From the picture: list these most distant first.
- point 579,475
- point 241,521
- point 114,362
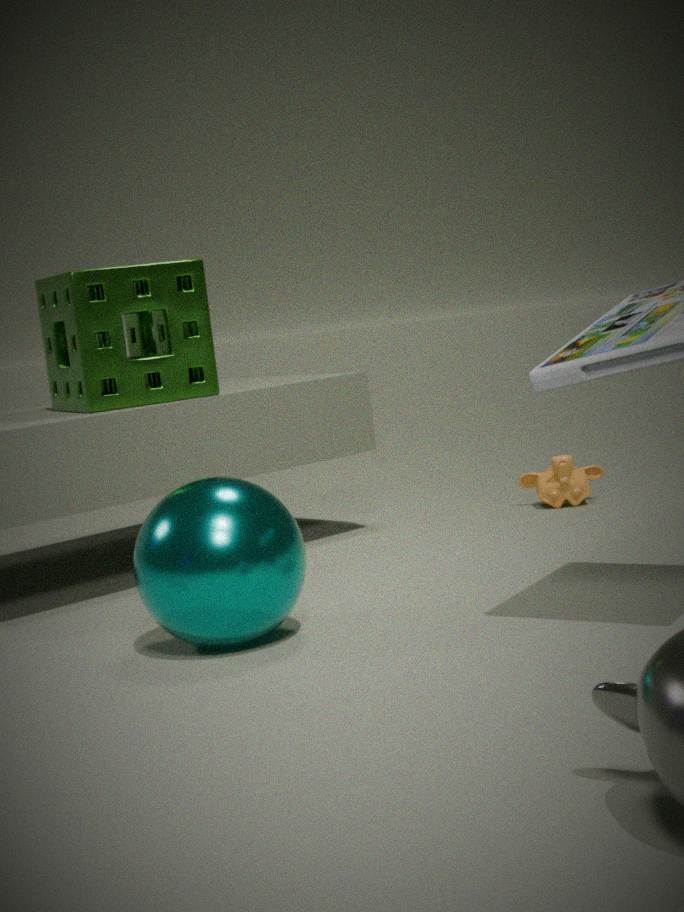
point 579,475 < point 114,362 < point 241,521
